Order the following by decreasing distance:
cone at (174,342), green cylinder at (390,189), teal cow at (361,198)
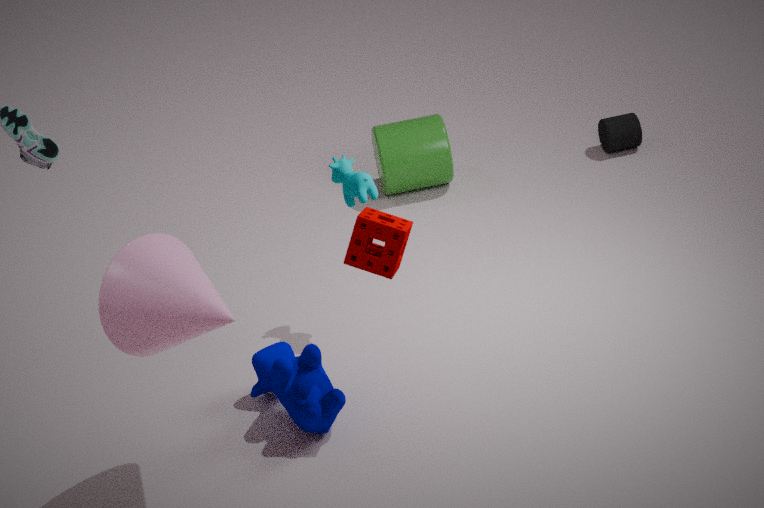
1. green cylinder at (390,189)
2. teal cow at (361,198)
3. cone at (174,342)
